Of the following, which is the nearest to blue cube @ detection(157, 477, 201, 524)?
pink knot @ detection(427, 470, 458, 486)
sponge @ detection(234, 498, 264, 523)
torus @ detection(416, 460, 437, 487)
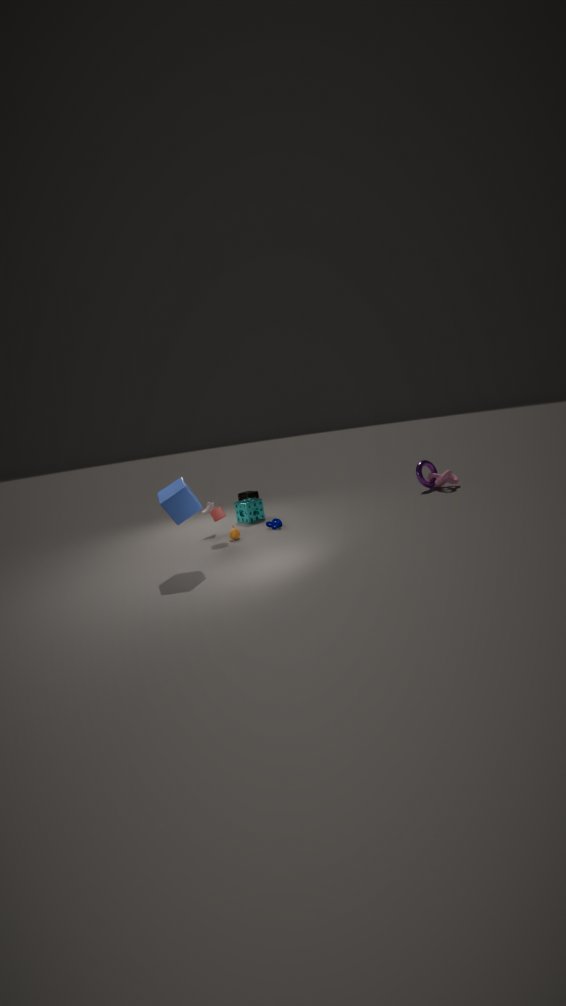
sponge @ detection(234, 498, 264, 523)
